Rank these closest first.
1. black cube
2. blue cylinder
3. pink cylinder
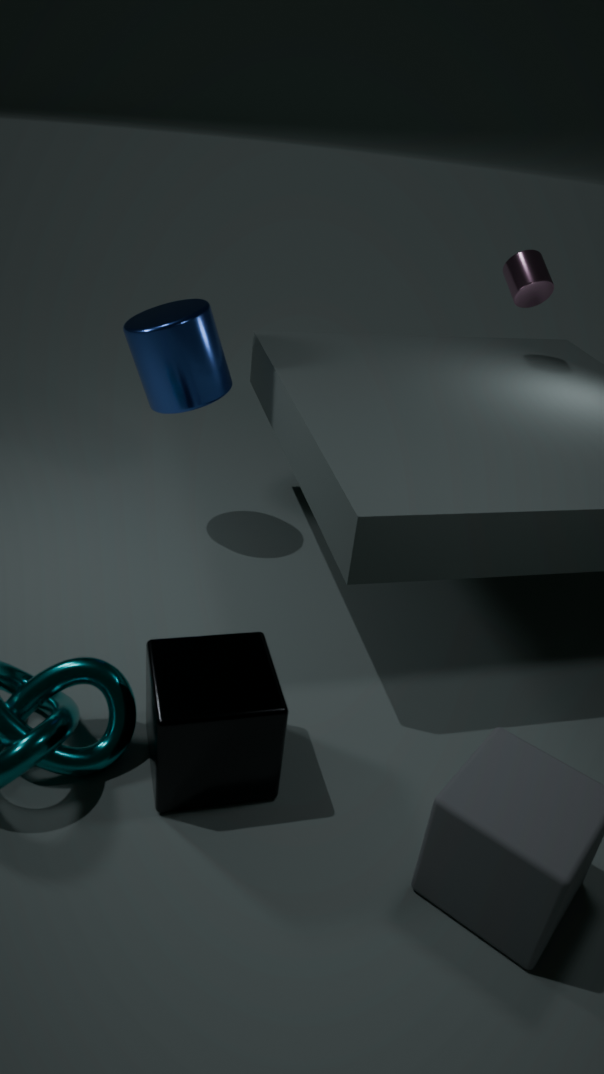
1. black cube
2. blue cylinder
3. pink cylinder
